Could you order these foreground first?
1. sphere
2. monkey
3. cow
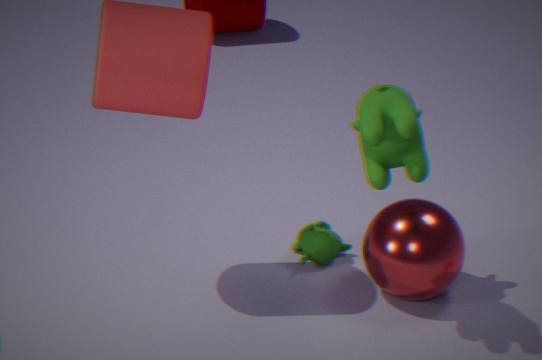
1. cow
2. sphere
3. monkey
